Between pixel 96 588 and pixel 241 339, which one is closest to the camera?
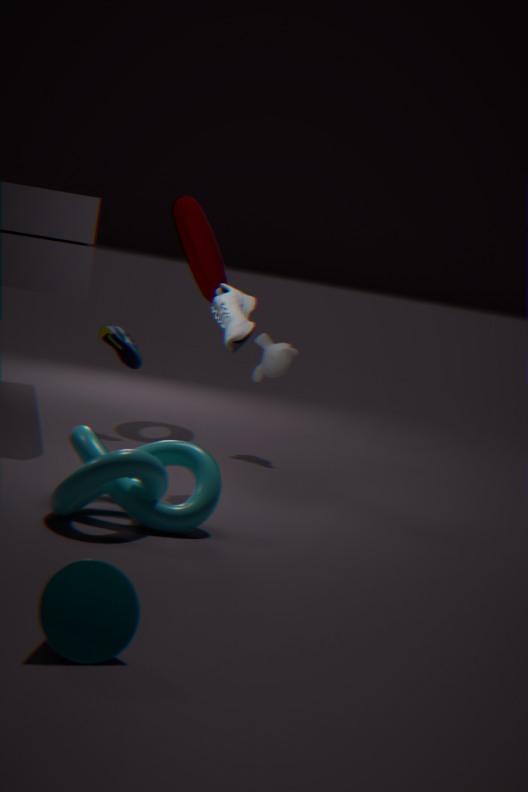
pixel 96 588
